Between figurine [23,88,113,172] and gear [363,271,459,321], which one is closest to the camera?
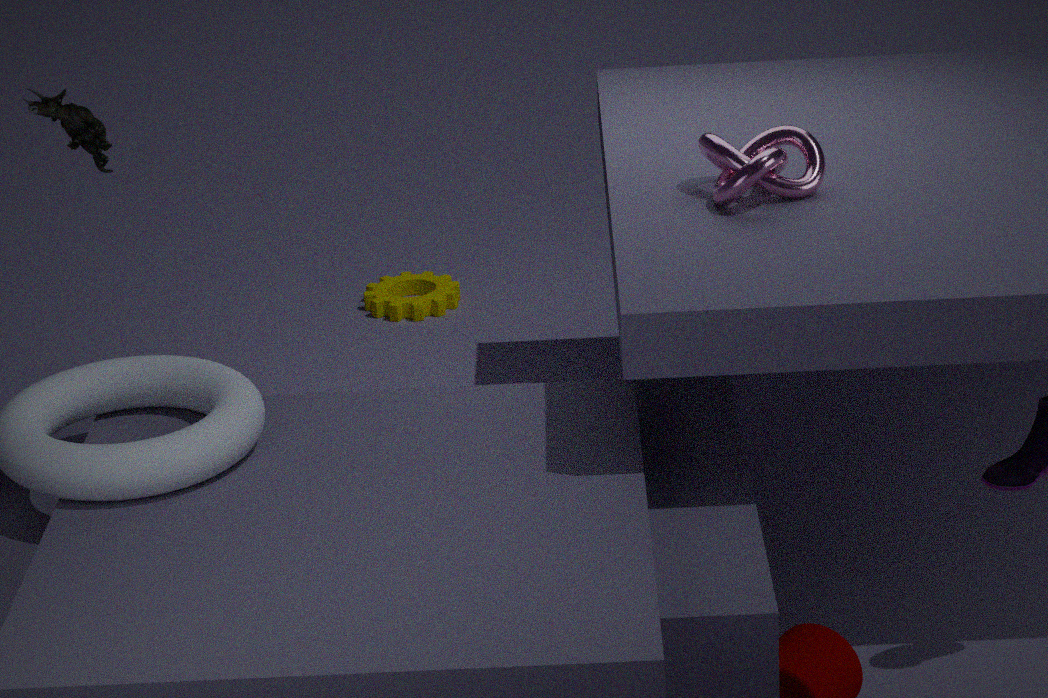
figurine [23,88,113,172]
